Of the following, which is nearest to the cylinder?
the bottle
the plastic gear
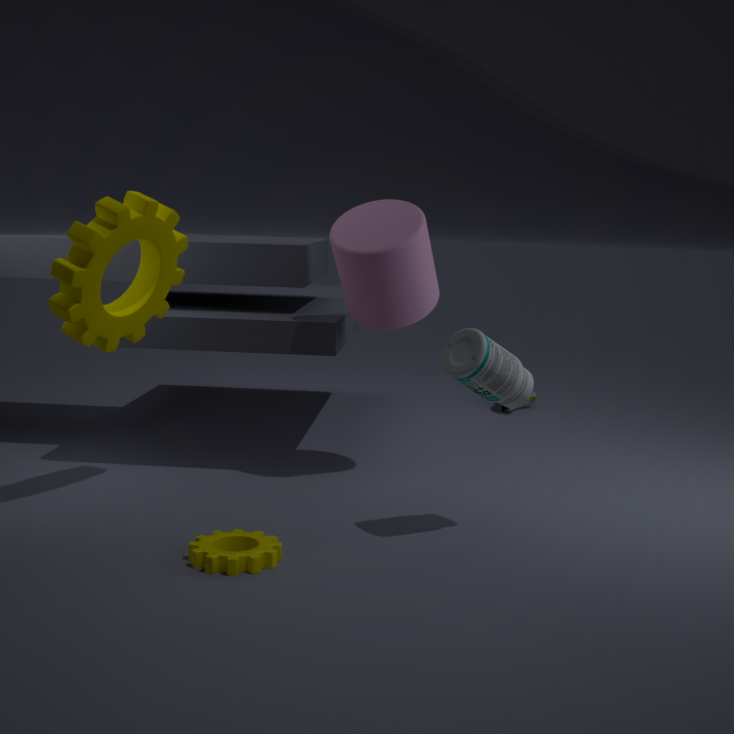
the bottle
